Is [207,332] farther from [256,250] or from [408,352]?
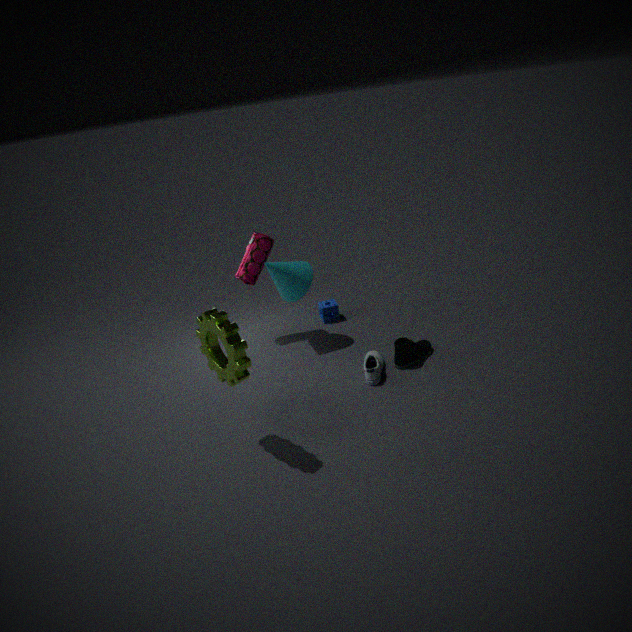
[408,352]
